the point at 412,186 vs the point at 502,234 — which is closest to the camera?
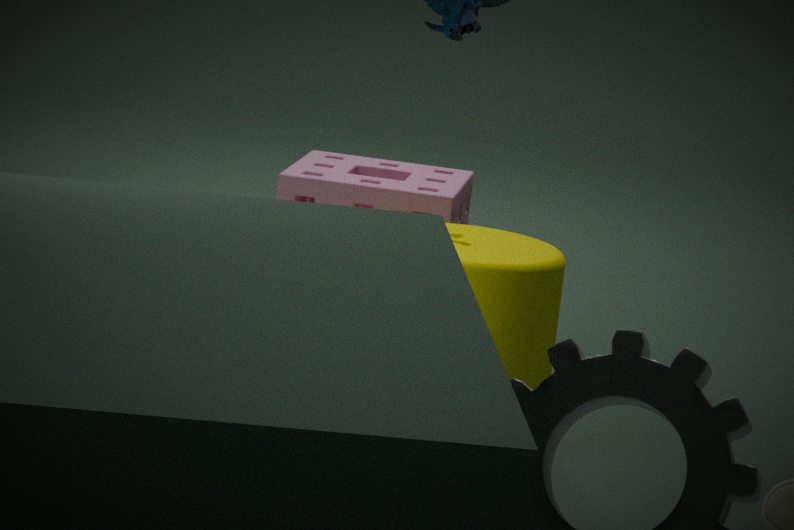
the point at 502,234
